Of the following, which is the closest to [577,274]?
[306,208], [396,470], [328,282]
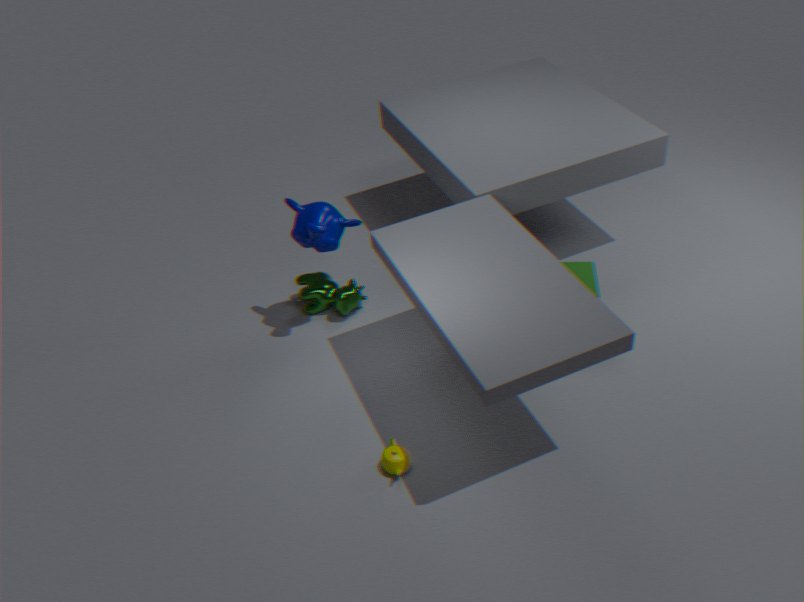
[396,470]
